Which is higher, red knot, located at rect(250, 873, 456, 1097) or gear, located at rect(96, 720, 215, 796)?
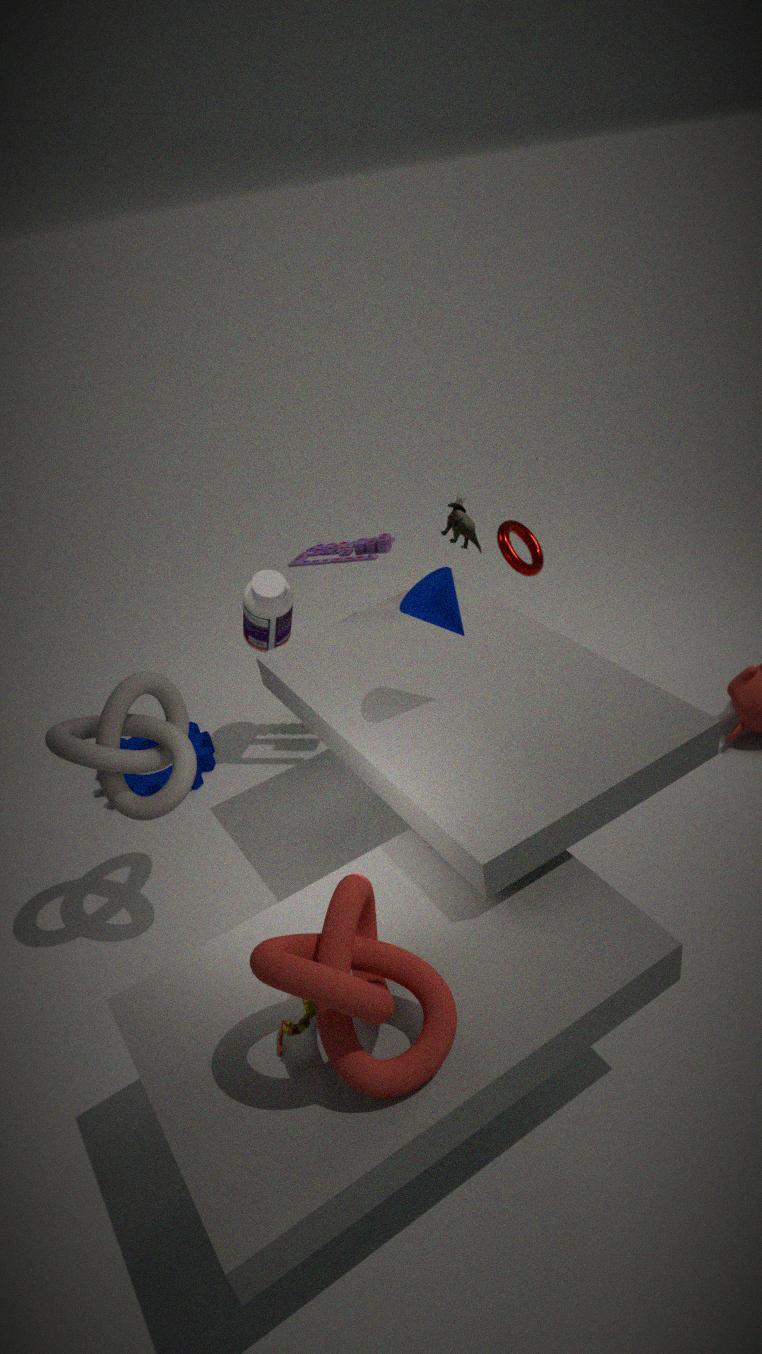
red knot, located at rect(250, 873, 456, 1097)
